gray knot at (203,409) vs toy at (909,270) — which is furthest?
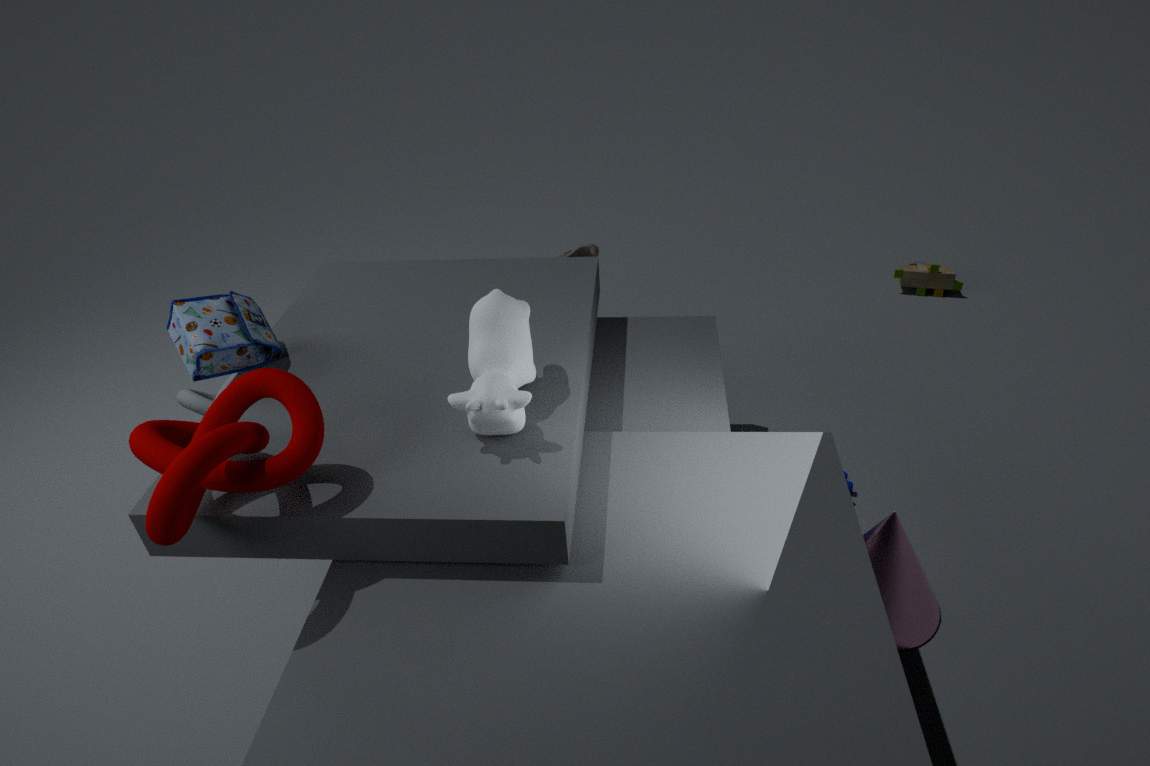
toy at (909,270)
